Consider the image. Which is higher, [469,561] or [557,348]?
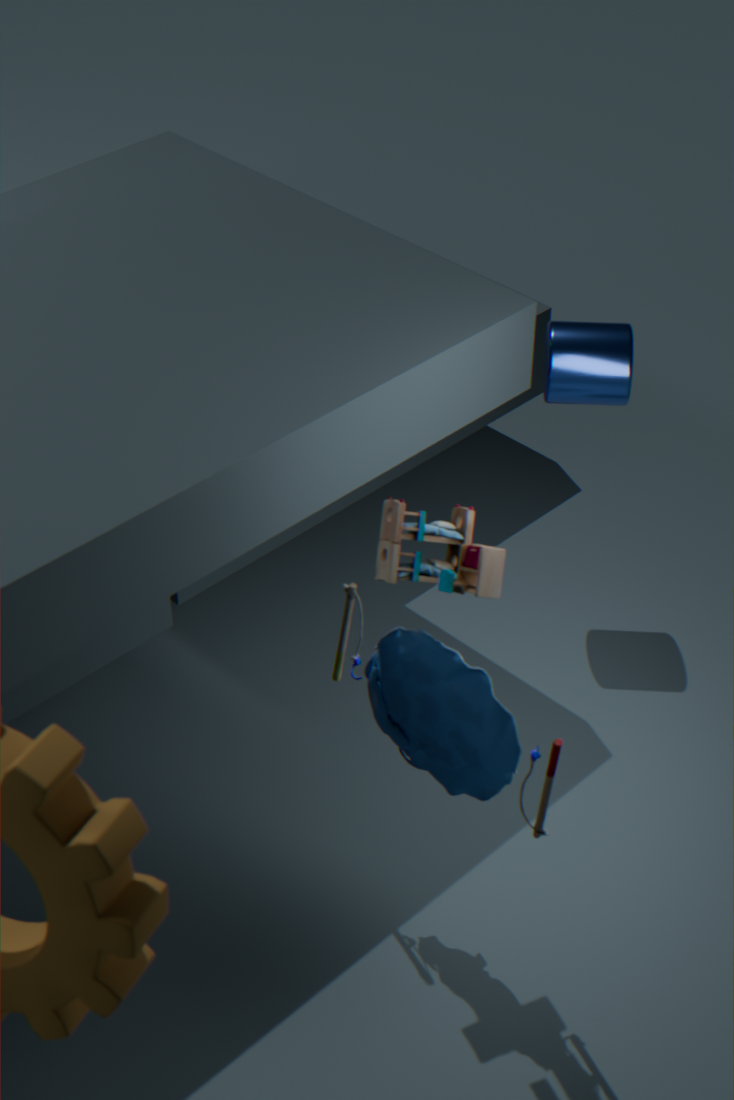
[469,561]
